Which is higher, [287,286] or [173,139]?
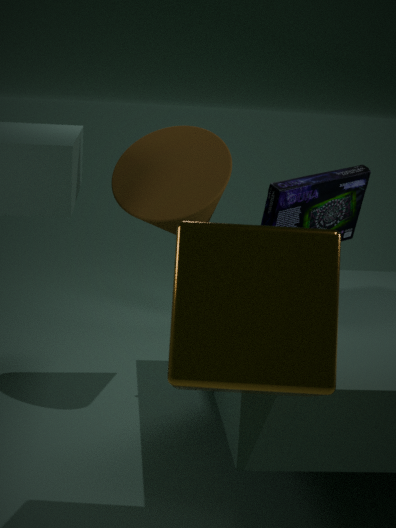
[173,139]
